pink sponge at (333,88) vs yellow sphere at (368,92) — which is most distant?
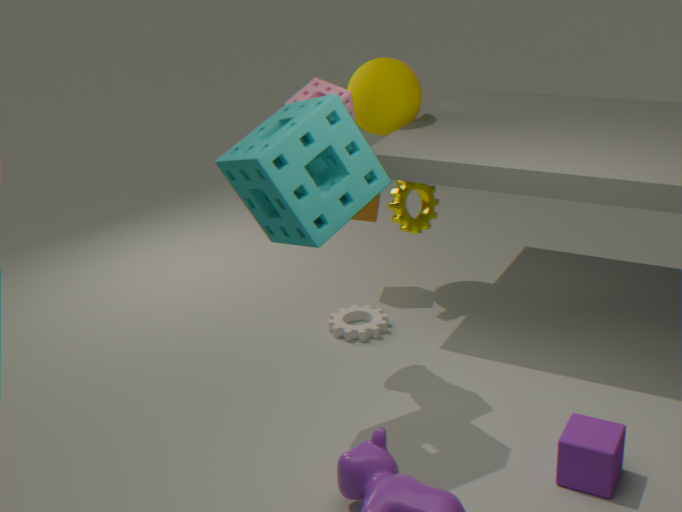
yellow sphere at (368,92)
